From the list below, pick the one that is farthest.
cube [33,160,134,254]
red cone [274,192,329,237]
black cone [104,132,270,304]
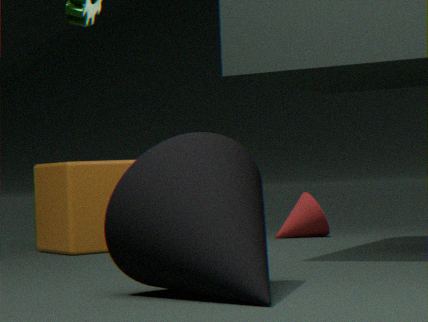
red cone [274,192,329,237]
